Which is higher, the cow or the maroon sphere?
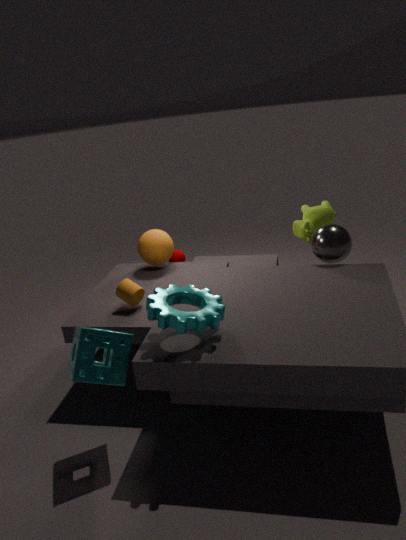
the cow
